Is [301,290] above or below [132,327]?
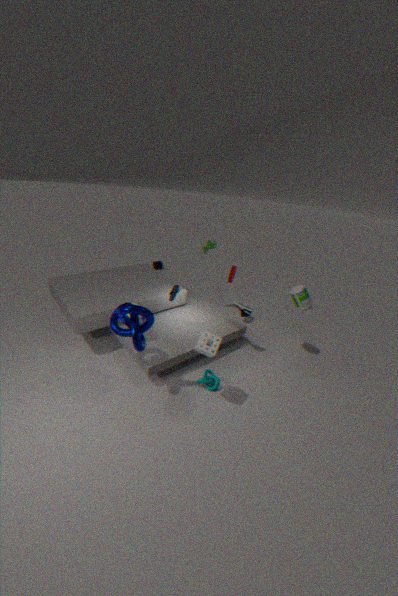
above
